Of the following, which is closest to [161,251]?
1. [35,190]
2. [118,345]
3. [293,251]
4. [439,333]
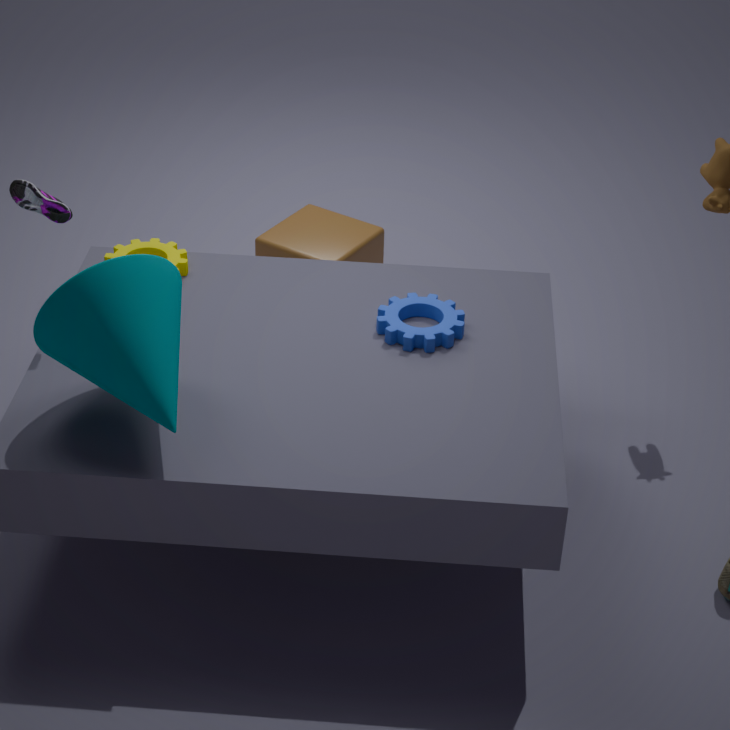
[35,190]
